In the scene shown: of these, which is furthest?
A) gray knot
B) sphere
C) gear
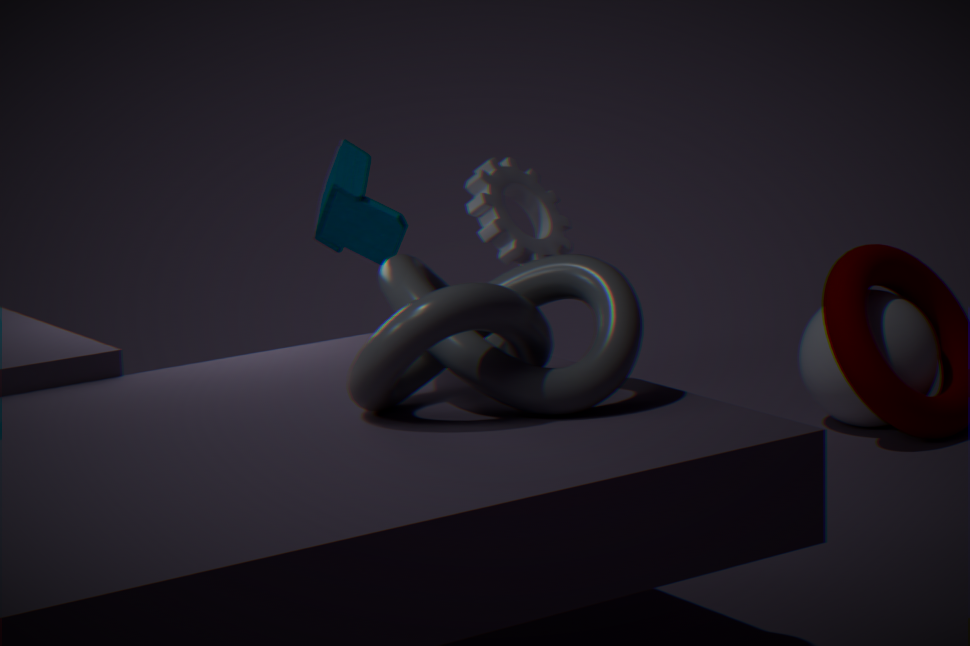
sphere
